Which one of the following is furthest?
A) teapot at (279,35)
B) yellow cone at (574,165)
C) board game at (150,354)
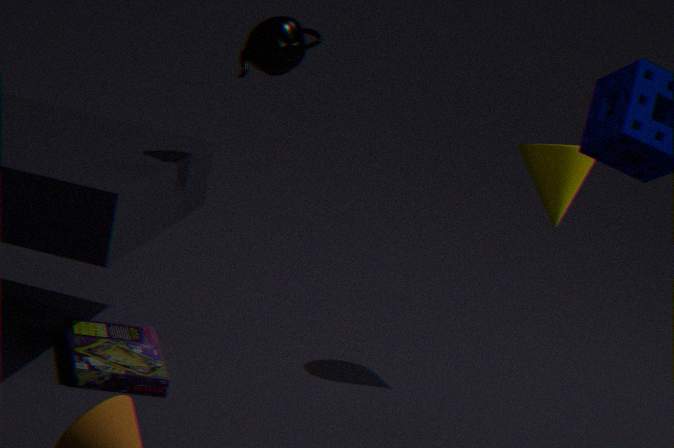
yellow cone at (574,165)
